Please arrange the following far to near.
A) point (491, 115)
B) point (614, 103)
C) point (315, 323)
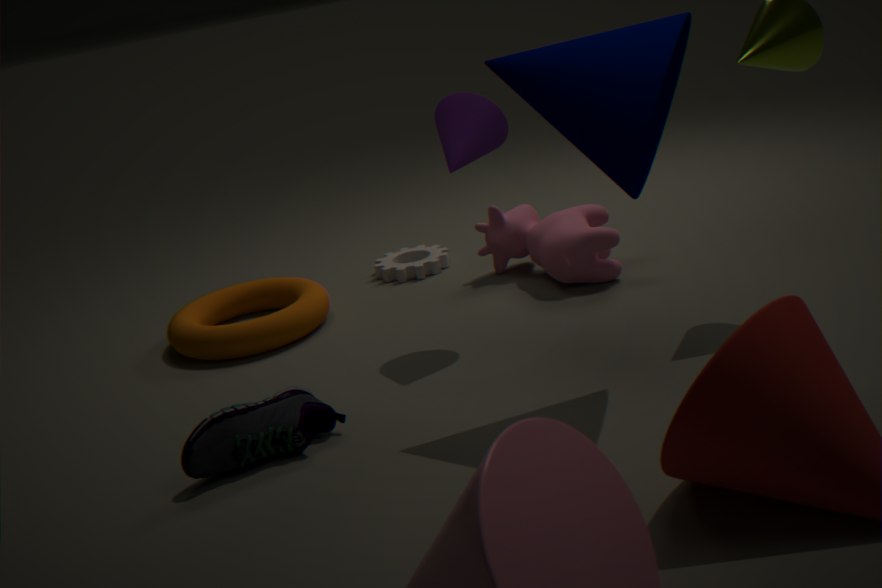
point (315, 323) → point (491, 115) → point (614, 103)
